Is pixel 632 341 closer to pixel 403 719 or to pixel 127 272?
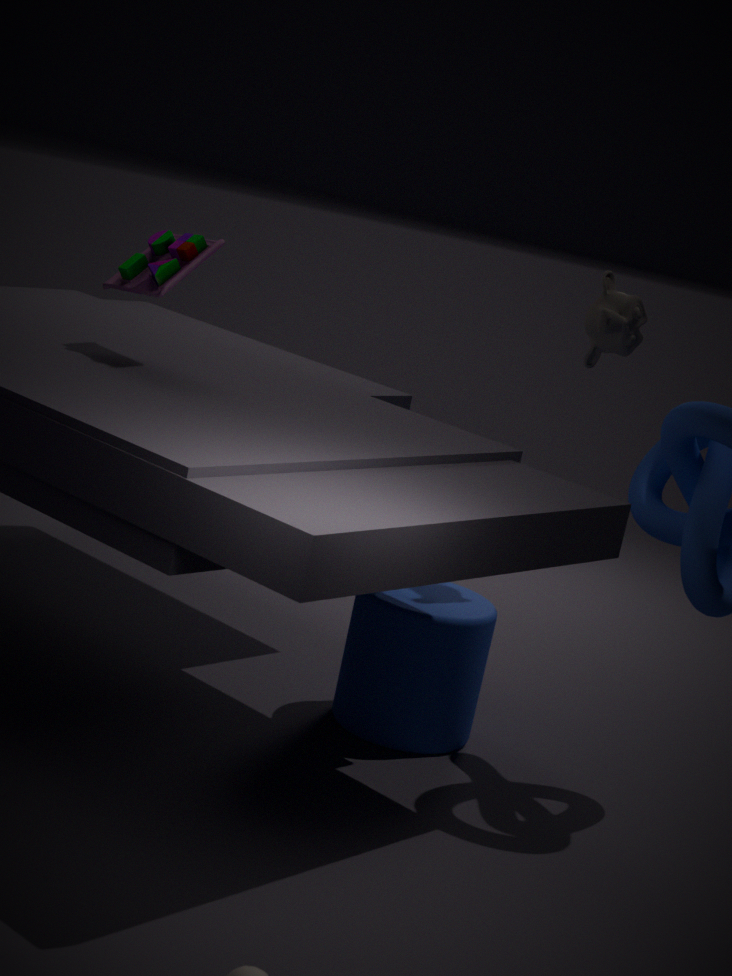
pixel 403 719
